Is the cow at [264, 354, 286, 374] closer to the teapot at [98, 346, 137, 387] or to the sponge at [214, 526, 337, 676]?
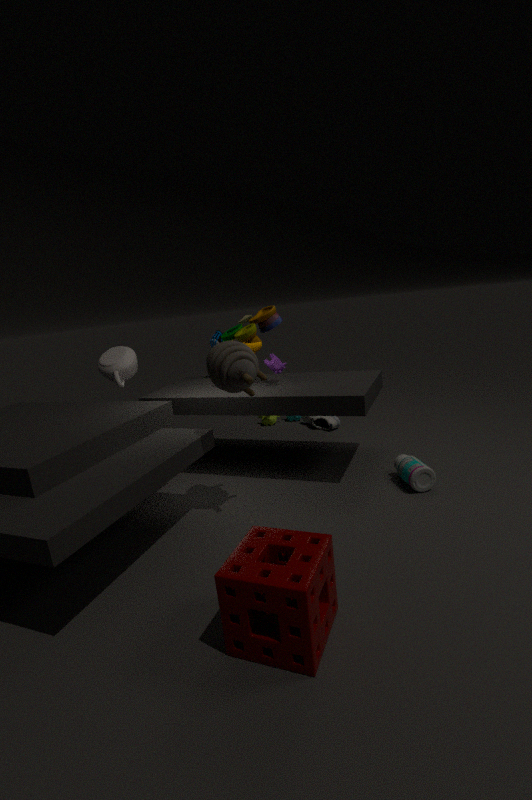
the teapot at [98, 346, 137, 387]
